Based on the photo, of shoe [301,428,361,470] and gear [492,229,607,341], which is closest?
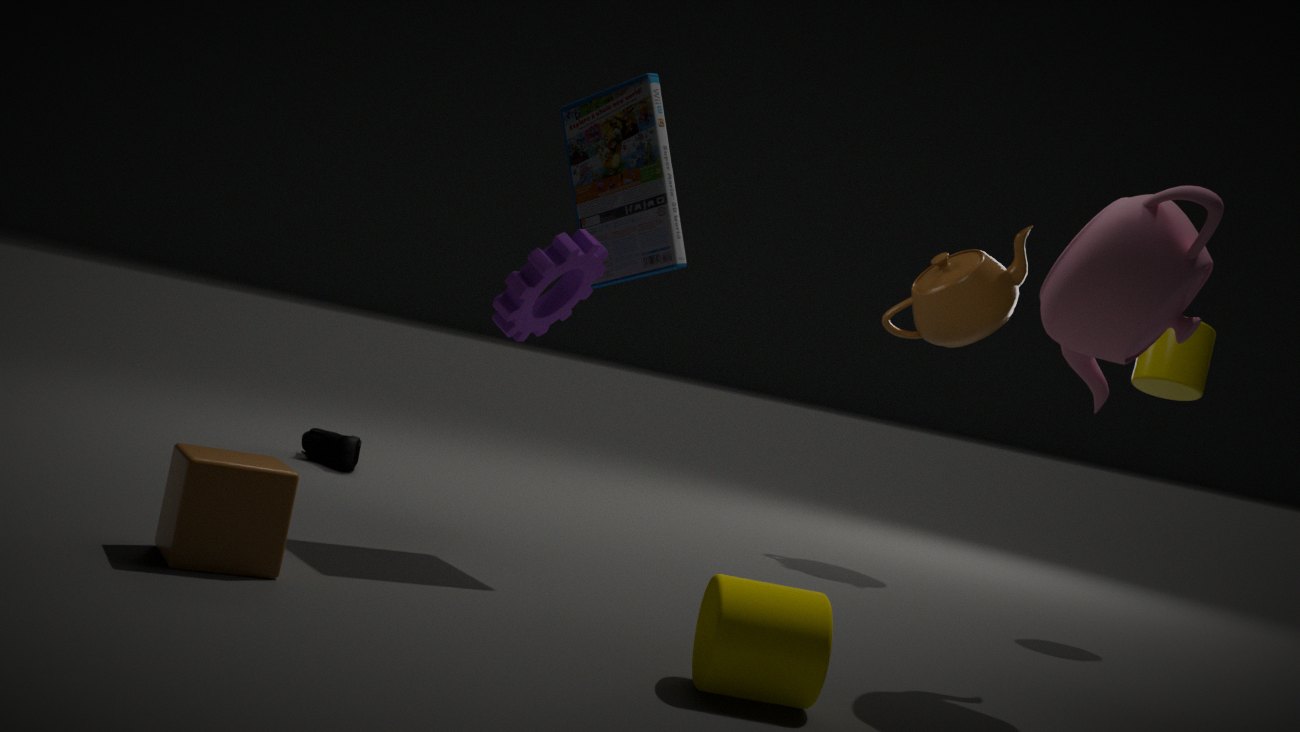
gear [492,229,607,341]
